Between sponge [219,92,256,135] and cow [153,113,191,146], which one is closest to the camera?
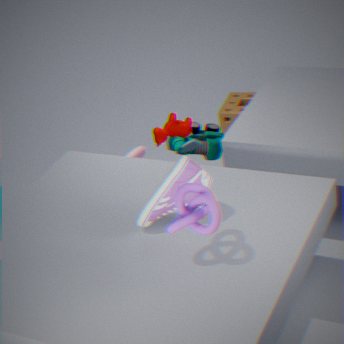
cow [153,113,191,146]
